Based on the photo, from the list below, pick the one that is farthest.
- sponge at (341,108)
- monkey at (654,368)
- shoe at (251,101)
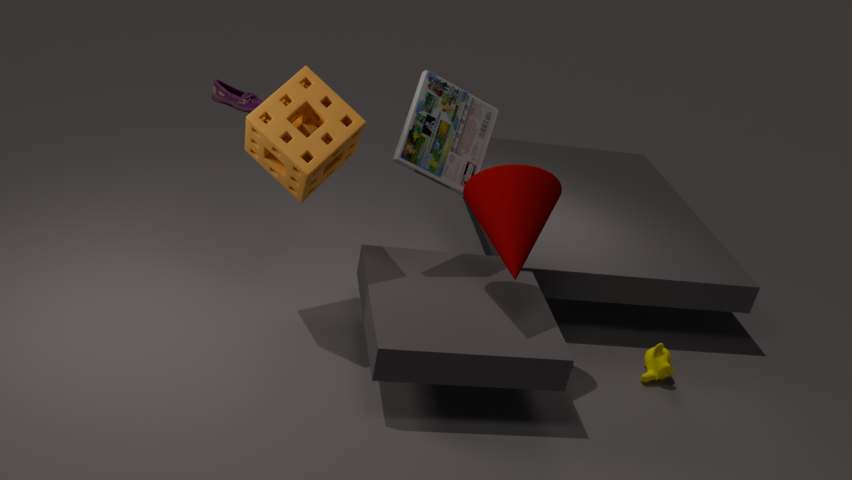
shoe at (251,101)
